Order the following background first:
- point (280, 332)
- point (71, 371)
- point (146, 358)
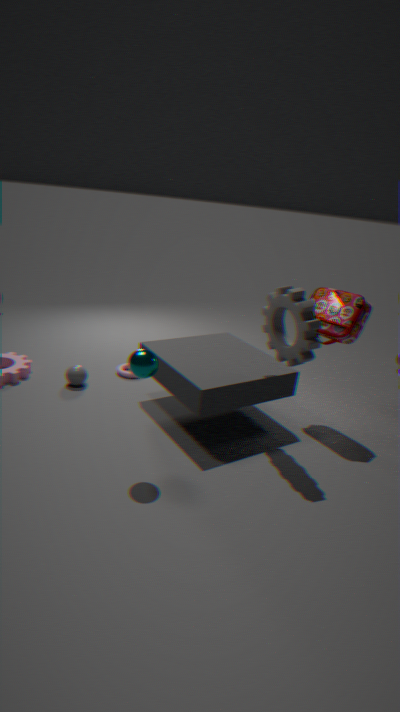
1. point (71, 371)
2. point (280, 332)
3. point (146, 358)
